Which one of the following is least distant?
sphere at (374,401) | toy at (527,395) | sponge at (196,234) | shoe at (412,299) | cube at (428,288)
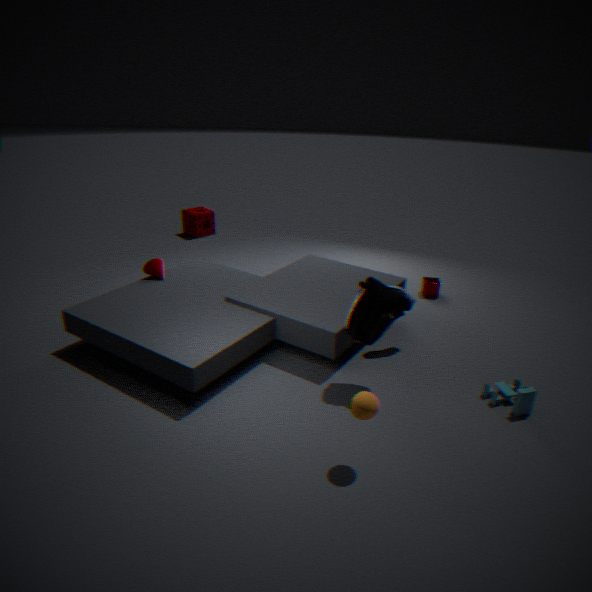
sphere at (374,401)
